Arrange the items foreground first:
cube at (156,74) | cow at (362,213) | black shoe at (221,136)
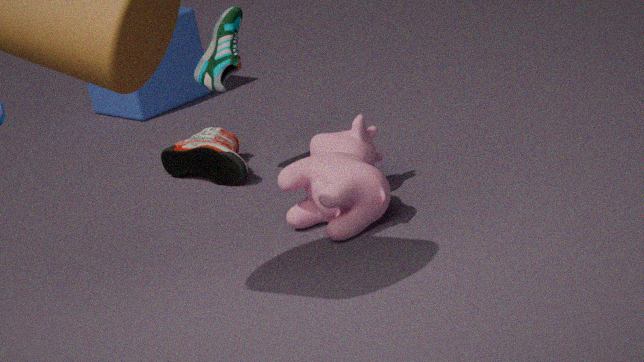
cow at (362,213) < black shoe at (221,136) < cube at (156,74)
